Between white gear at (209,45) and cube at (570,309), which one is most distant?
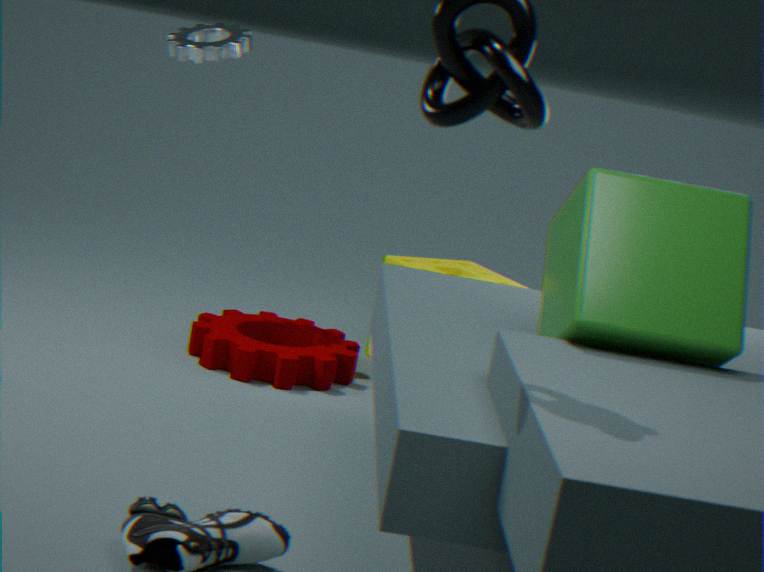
white gear at (209,45)
